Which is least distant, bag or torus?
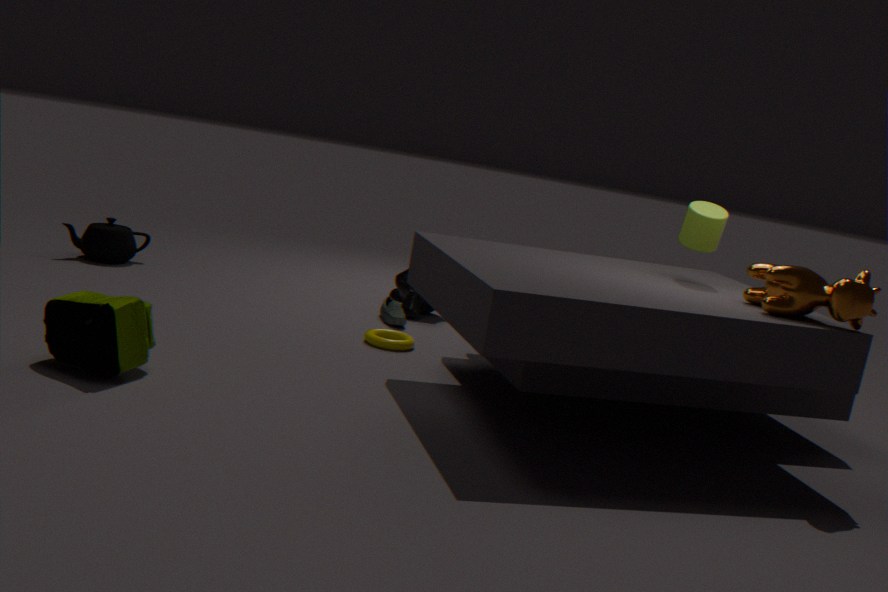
bag
